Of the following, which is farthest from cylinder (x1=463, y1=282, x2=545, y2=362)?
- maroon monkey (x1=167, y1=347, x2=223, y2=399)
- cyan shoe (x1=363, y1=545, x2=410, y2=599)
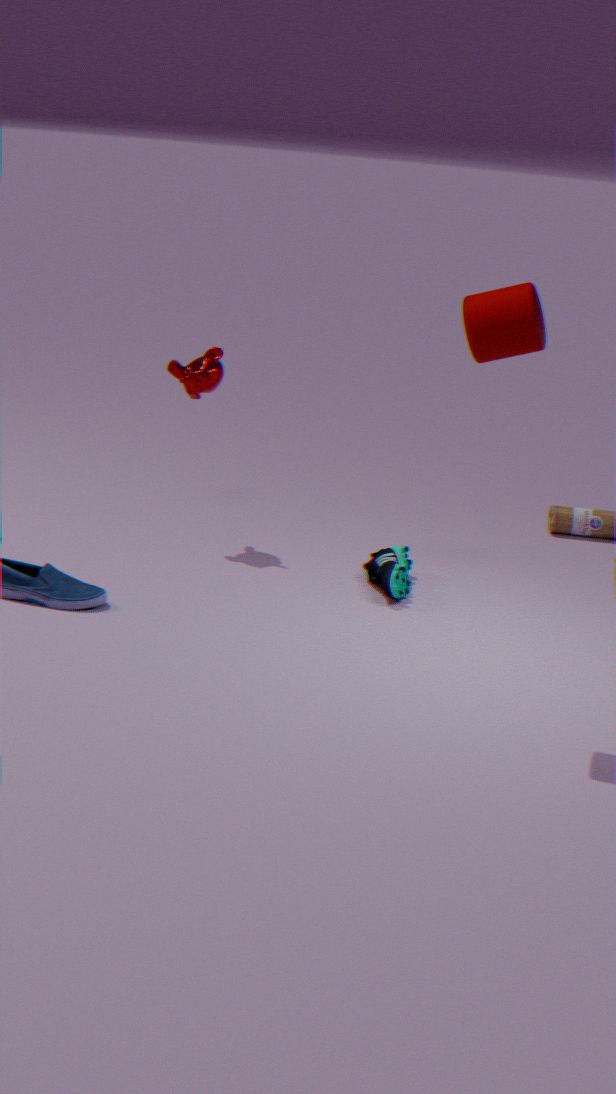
maroon monkey (x1=167, y1=347, x2=223, y2=399)
